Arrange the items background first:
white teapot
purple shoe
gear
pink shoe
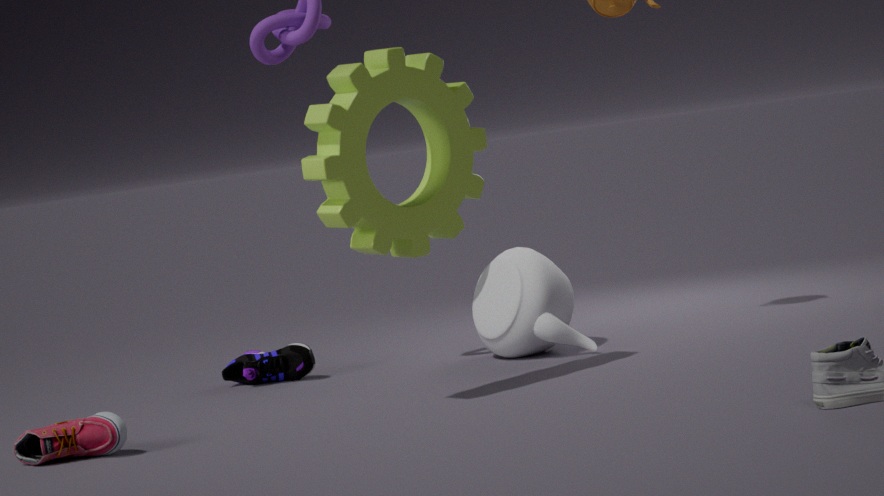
1. purple shoe
2. white teapot
3. pink shoe
4. gear
